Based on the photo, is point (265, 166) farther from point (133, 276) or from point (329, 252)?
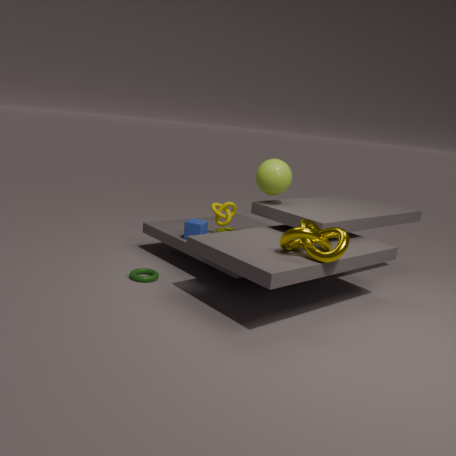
point (133, 276)
